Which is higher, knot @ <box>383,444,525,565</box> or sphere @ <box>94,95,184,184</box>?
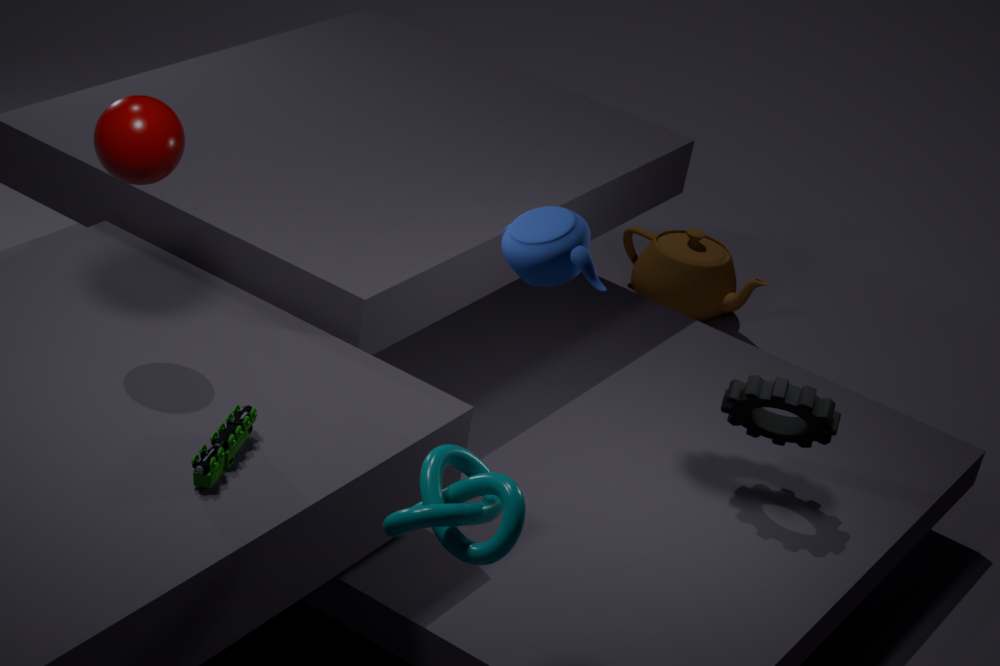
sphere @ <box>94,95,184,184</box>
